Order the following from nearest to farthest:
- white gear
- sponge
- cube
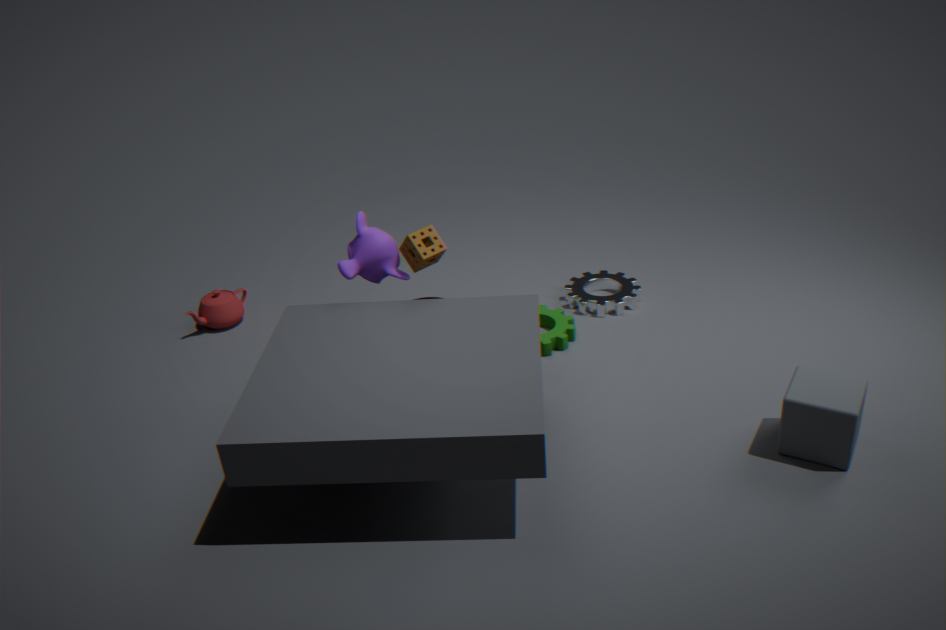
1. cube
2. sponge
3. white gear
